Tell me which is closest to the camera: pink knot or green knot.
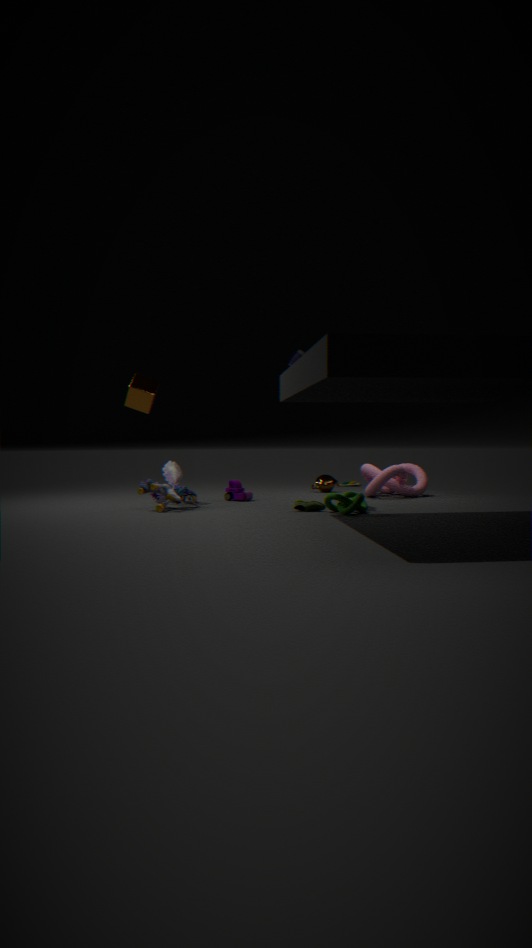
green knot
